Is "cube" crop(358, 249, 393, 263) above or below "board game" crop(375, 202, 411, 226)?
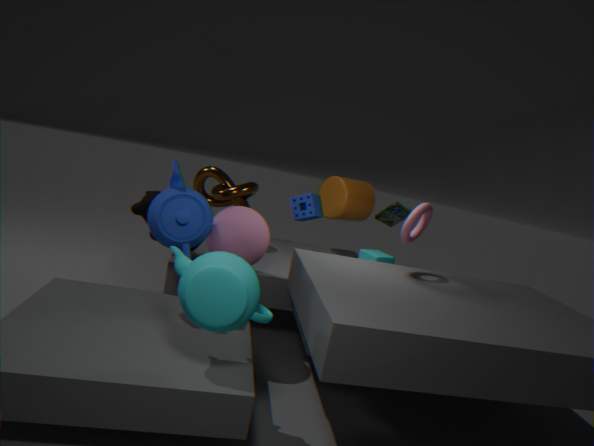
below
